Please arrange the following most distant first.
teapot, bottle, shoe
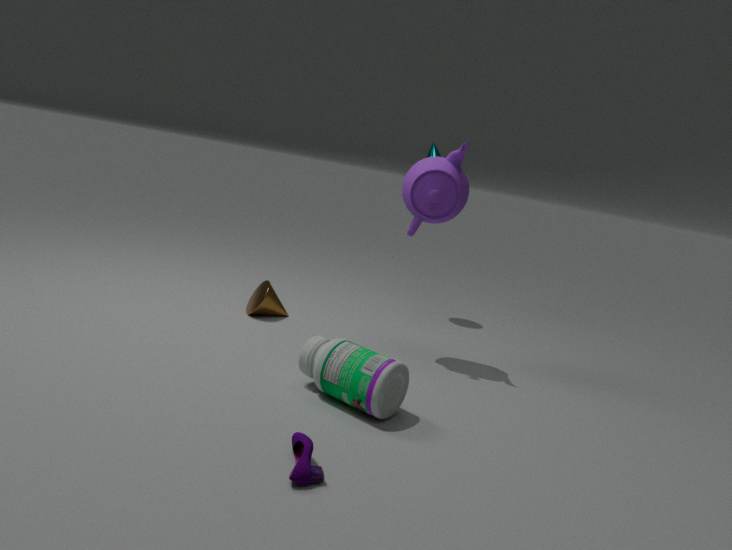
1. teapot
2. bottle
3. shoe
